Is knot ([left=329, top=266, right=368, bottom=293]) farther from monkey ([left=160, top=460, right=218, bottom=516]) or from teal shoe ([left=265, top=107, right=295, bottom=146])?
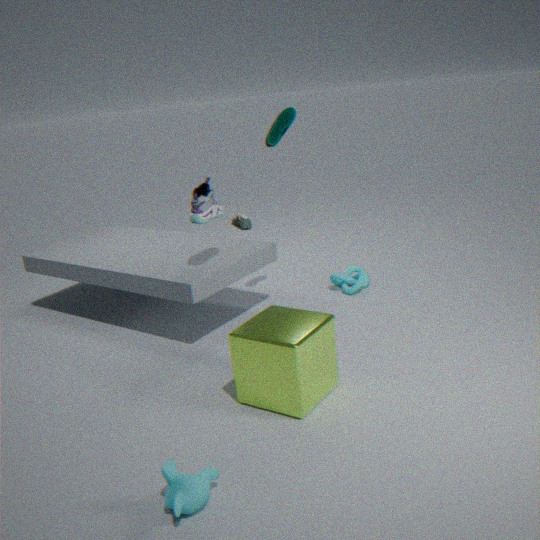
monkey ([left=160, top=460, right=218, bottom=516])
